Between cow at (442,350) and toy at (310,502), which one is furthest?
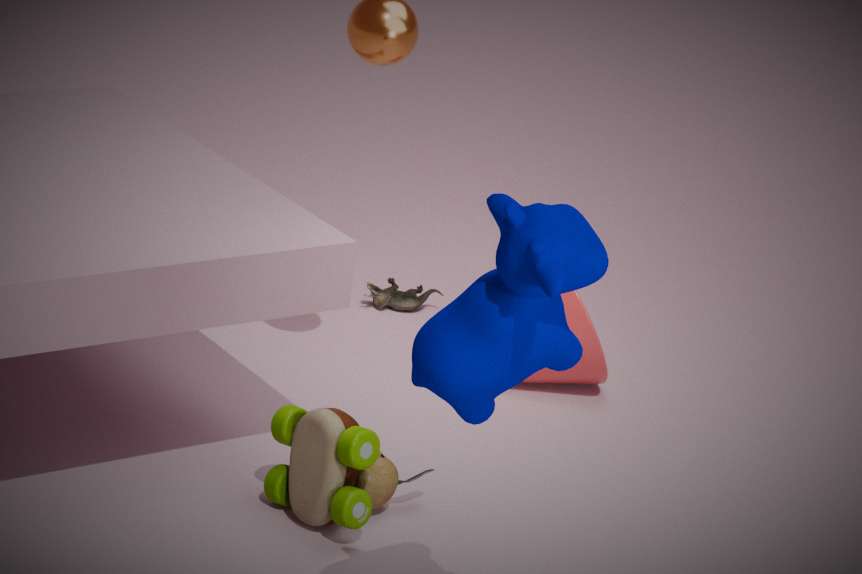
toy at (310,502)
